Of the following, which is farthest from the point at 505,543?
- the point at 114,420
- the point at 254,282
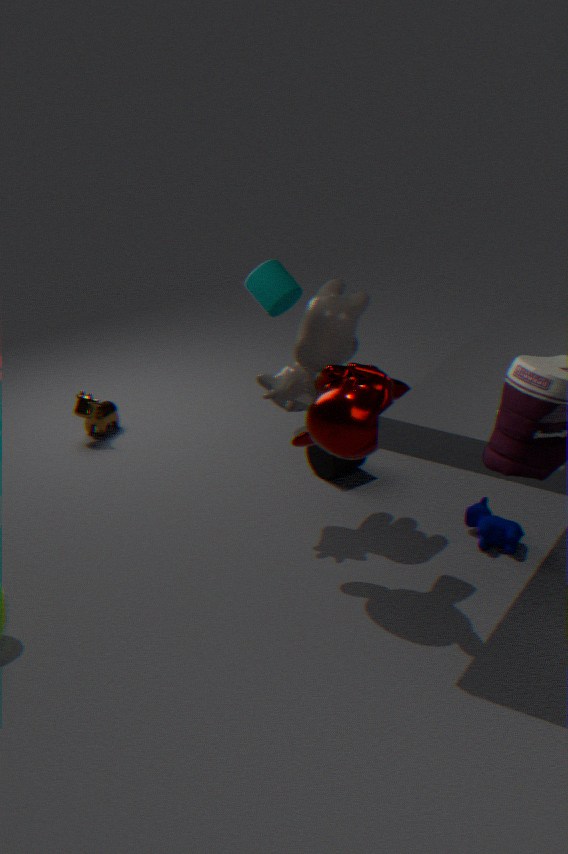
the point at 114,420
